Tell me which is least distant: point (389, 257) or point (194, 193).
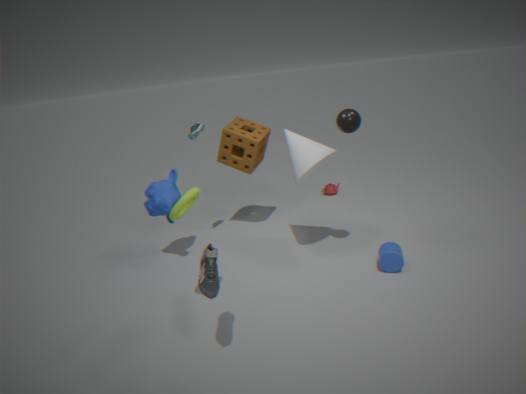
point (194, 193)
